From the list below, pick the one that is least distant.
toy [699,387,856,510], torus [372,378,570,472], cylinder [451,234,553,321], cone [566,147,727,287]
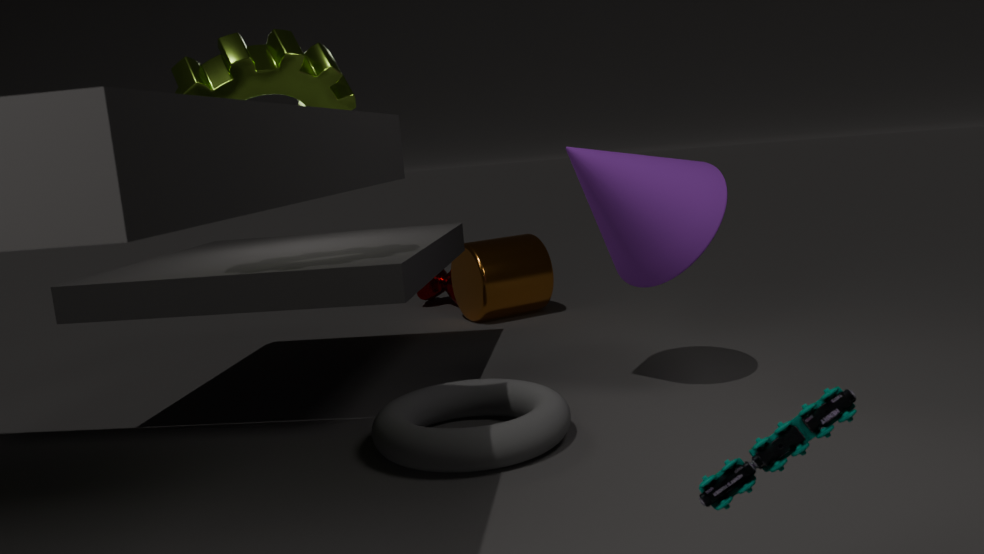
toy [699,387,856,510]
